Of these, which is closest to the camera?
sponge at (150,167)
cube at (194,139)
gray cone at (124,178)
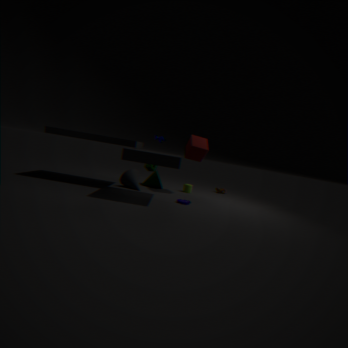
cube at (194,139)
